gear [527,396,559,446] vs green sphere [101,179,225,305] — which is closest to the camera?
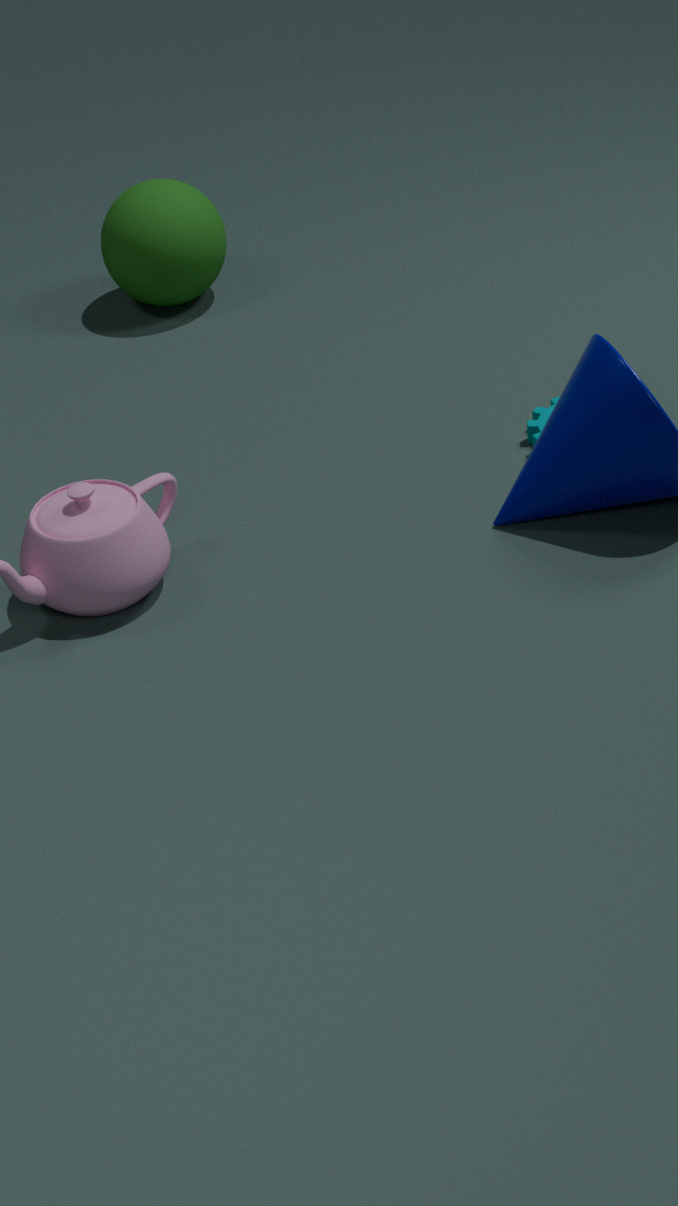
gear [527,396,559,446]
